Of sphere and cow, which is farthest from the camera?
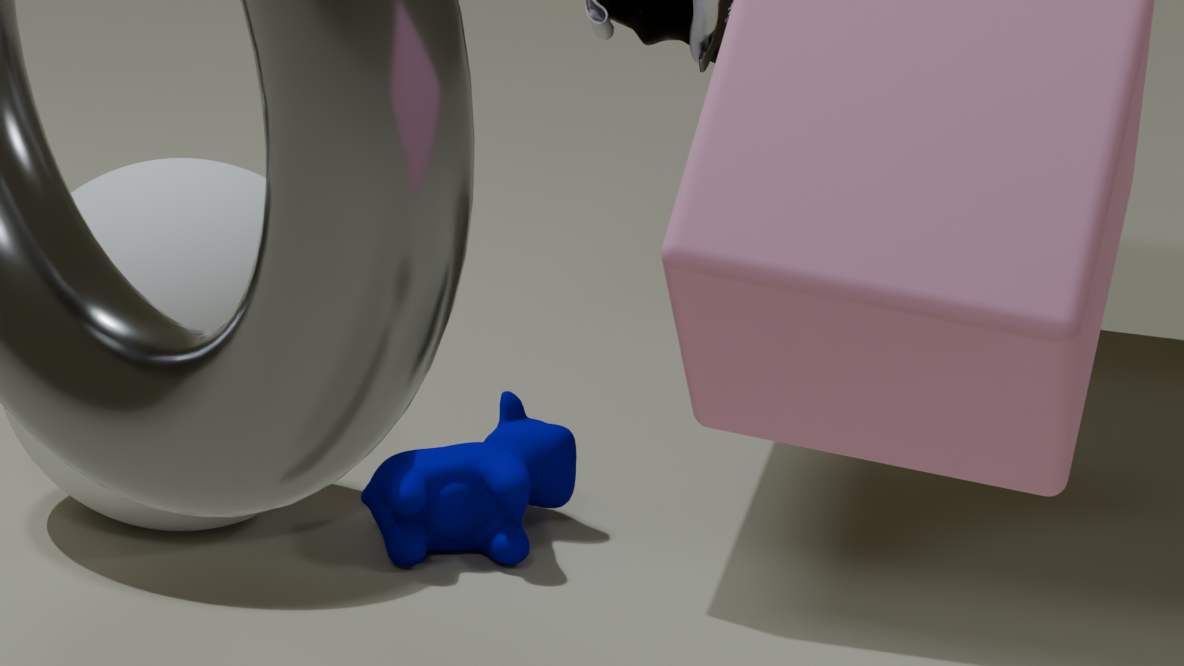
cow
